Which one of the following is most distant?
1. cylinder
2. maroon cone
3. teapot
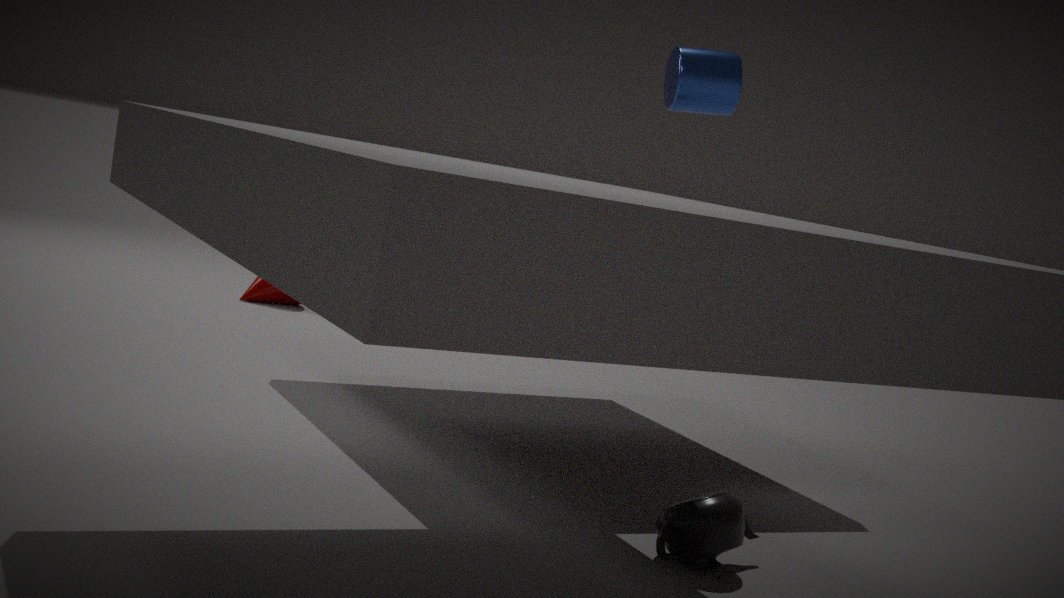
maroon cone
